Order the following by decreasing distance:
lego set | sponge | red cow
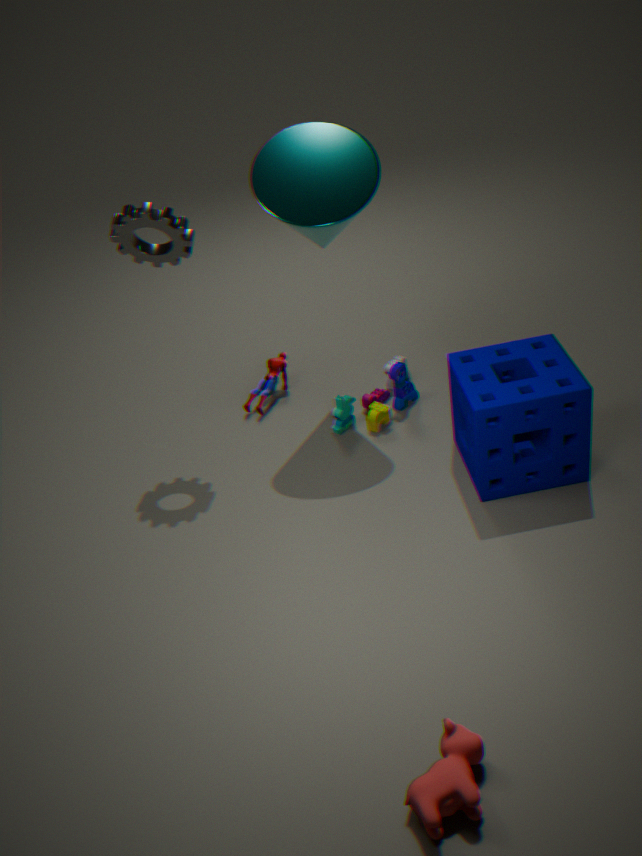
1. lego set
2. sponge
3. red cow
